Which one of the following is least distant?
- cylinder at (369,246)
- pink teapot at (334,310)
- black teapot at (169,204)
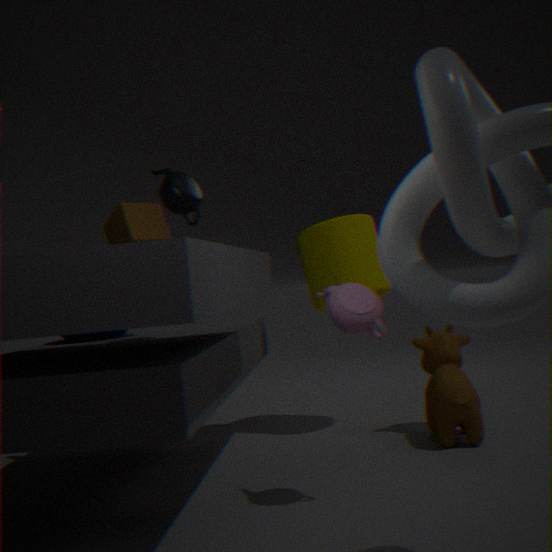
pink teapot at (334,310)
